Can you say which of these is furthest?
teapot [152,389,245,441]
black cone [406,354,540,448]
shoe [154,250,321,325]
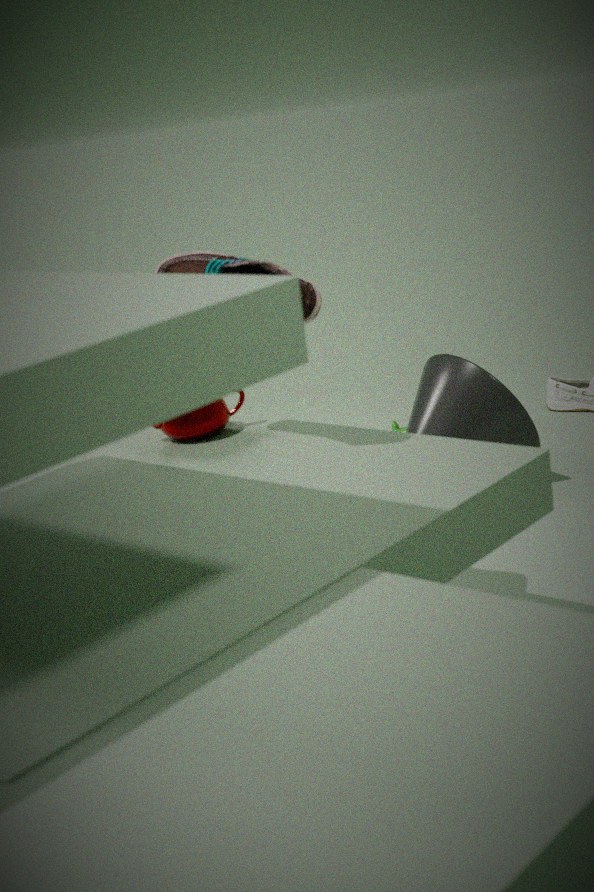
black cone [406,354,540,448]
